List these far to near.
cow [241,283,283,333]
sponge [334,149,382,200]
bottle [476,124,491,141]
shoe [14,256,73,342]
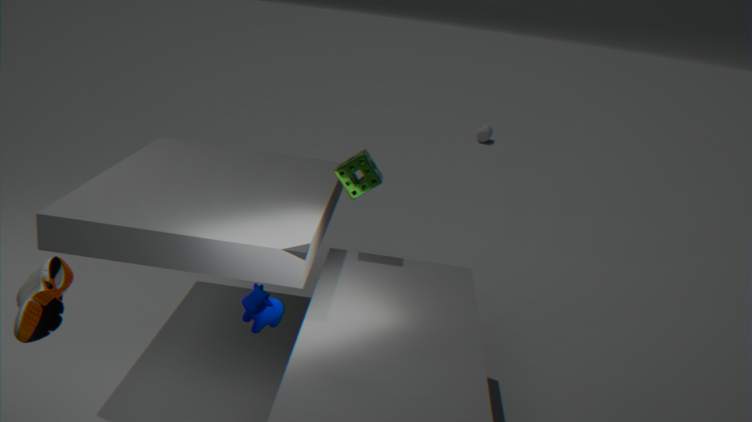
bottle [476,124,491,141] < sponge [334,149,382,200] < cow [241,283,283,333] < shoe [14,256,73,342]
